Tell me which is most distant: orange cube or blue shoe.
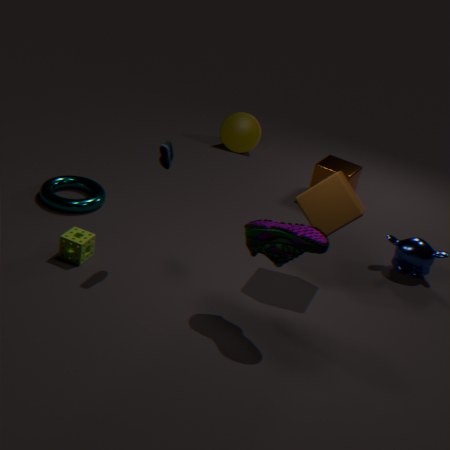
orange cube
